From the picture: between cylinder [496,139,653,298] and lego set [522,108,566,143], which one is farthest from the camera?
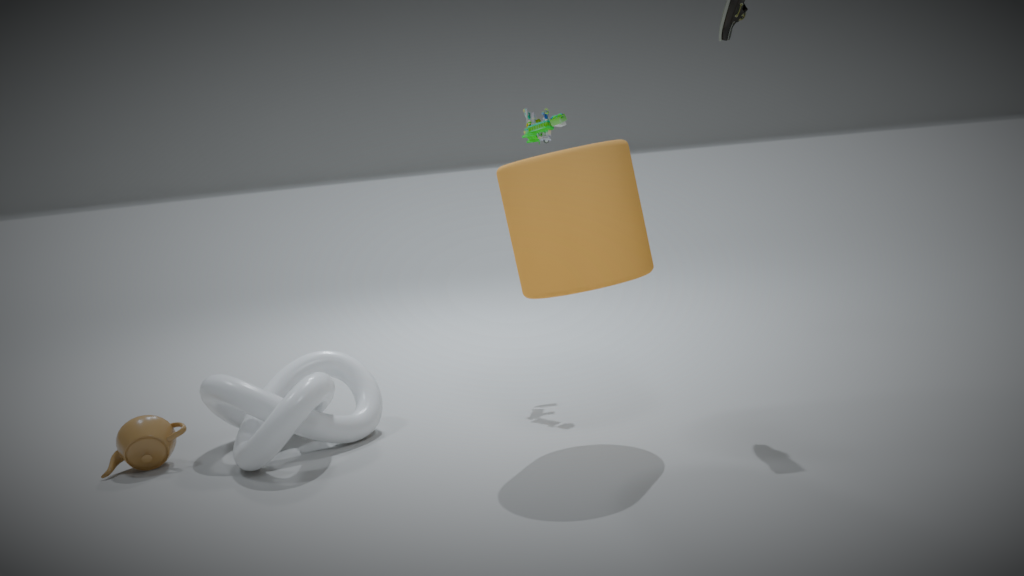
lego set [522,108,566,143]
